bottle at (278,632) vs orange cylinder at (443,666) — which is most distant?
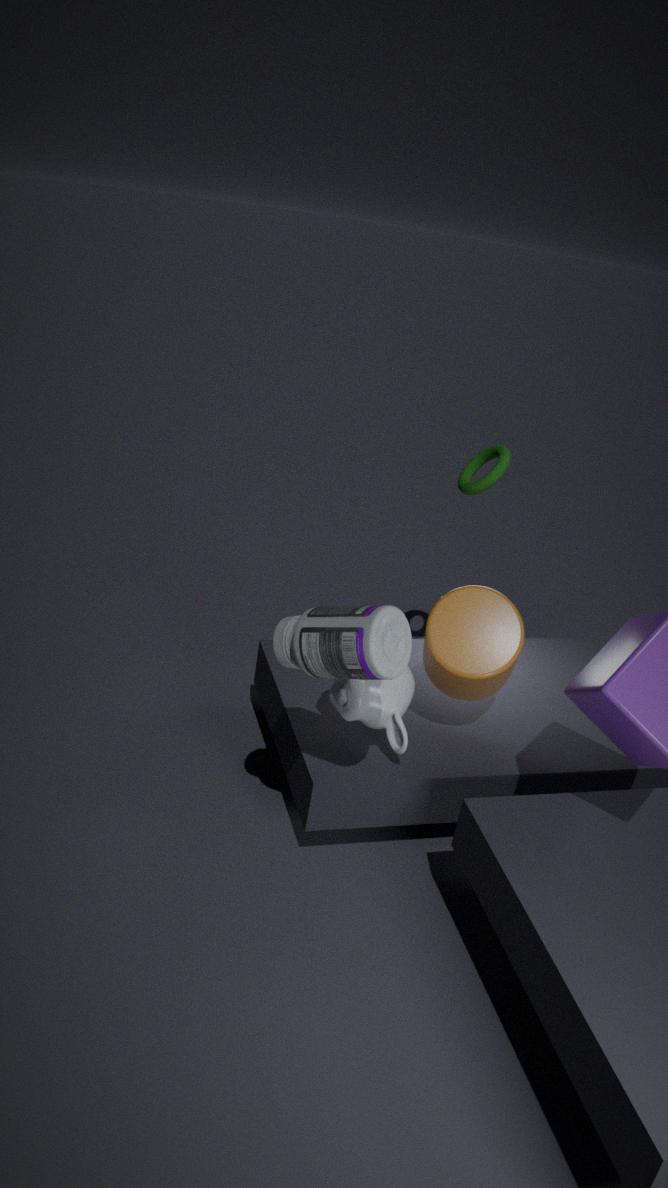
orange cylinder at (443,666)
